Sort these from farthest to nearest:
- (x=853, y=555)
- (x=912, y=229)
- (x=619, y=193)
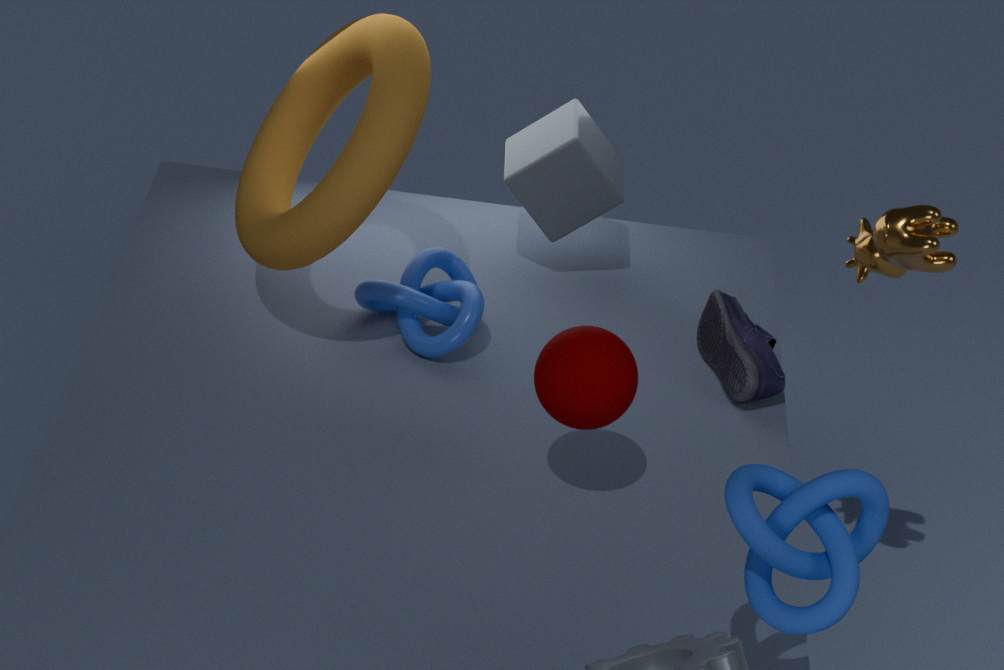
(x=619, y=193), (x=912, y=229), (x=853, y=555)
